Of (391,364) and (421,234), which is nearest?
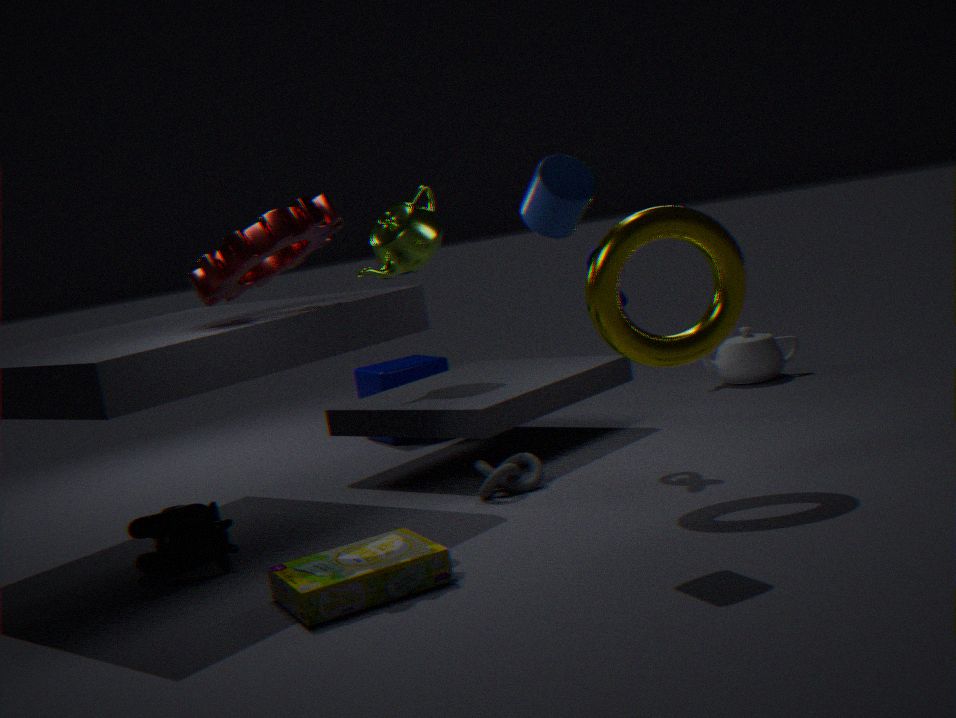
(421,234)
